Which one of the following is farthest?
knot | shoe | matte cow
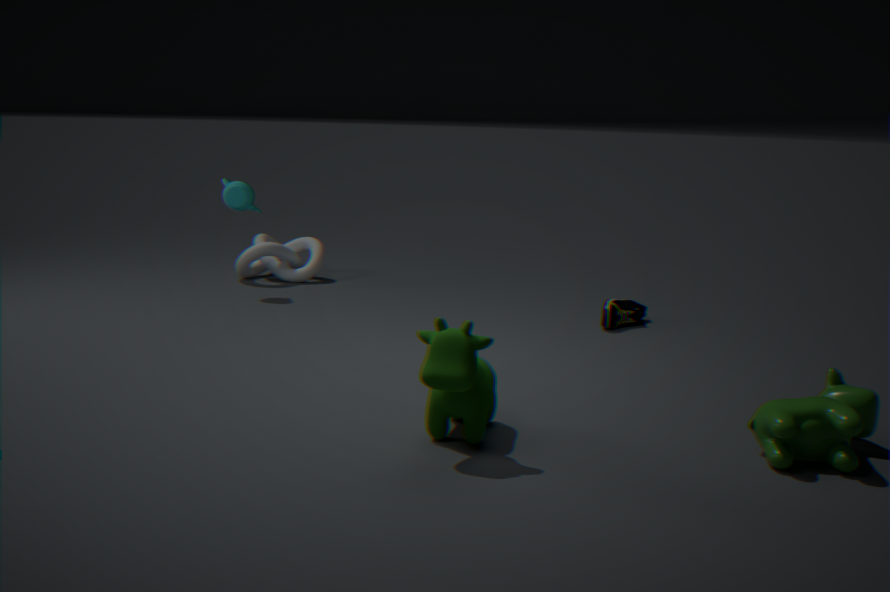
knot
